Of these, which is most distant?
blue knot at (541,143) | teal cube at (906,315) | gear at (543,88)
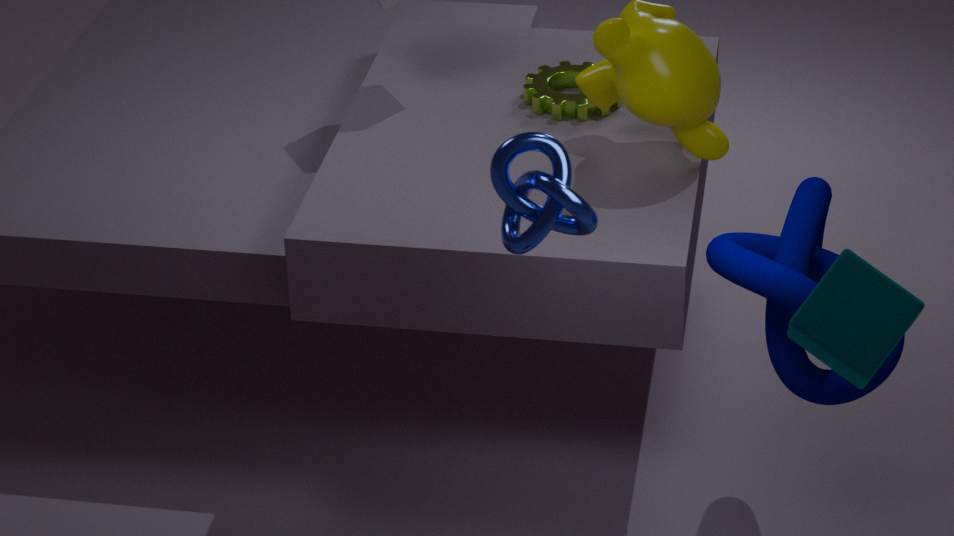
gear at (543,88)
